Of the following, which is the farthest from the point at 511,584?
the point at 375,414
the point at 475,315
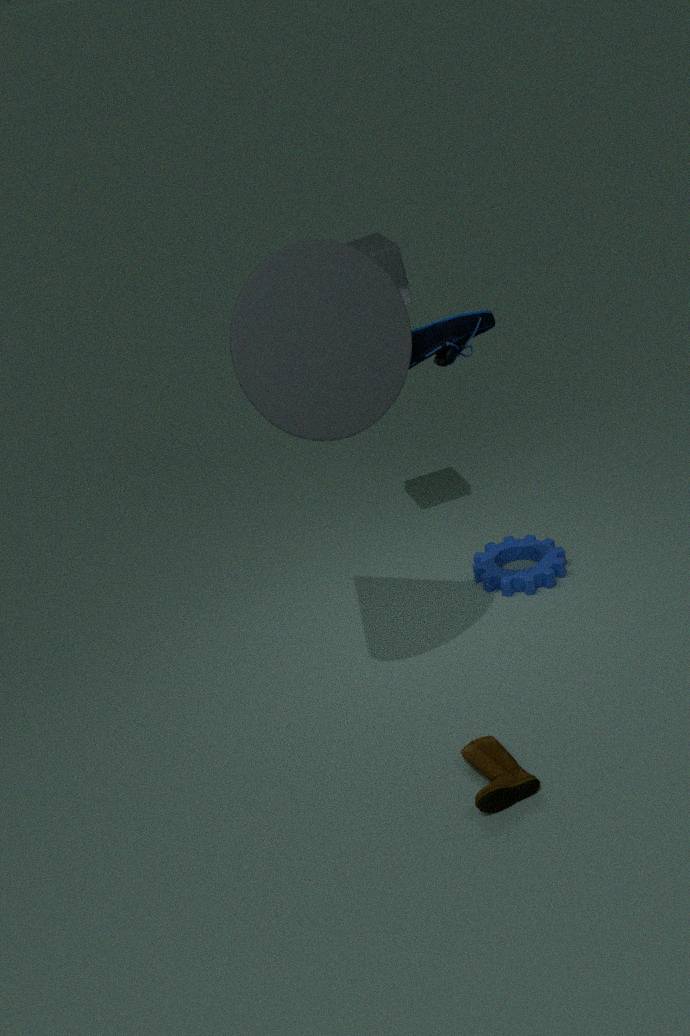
the point at 375,414
